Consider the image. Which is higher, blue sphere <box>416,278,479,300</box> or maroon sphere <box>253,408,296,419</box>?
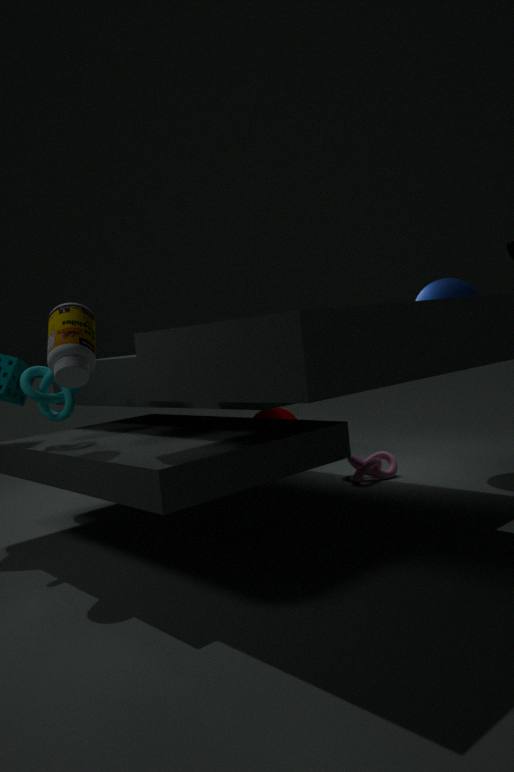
blue sphere <box>416,278,479,300</box>
